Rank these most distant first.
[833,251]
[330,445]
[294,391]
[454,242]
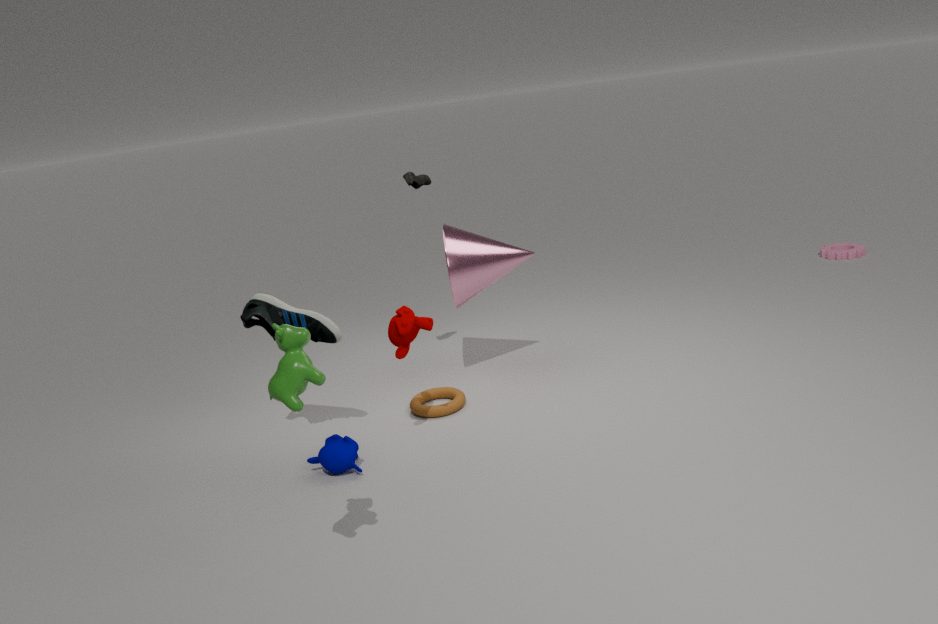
[833,251] → [454,242] → [330,445] → [294,391]
